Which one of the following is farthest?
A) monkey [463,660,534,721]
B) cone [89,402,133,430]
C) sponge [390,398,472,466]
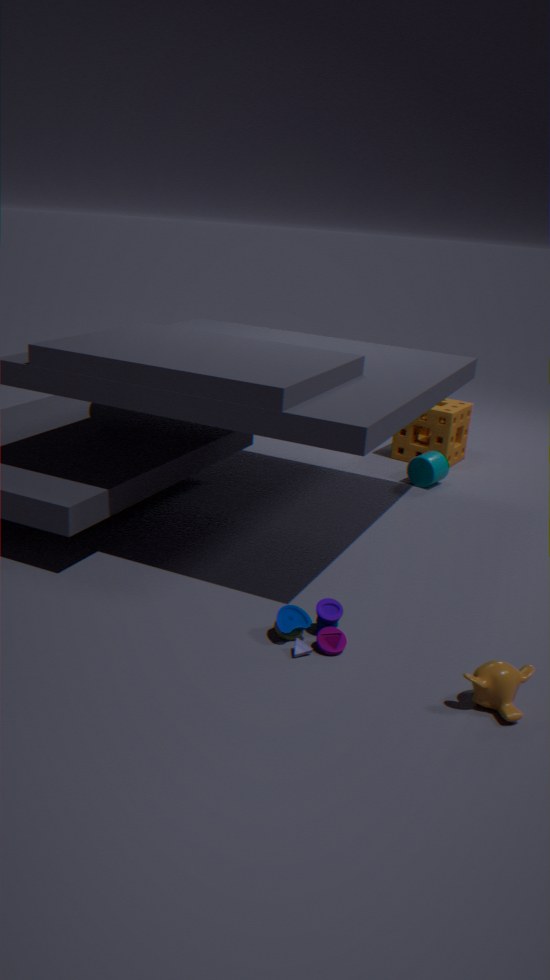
sponge [390,398,472,466]
